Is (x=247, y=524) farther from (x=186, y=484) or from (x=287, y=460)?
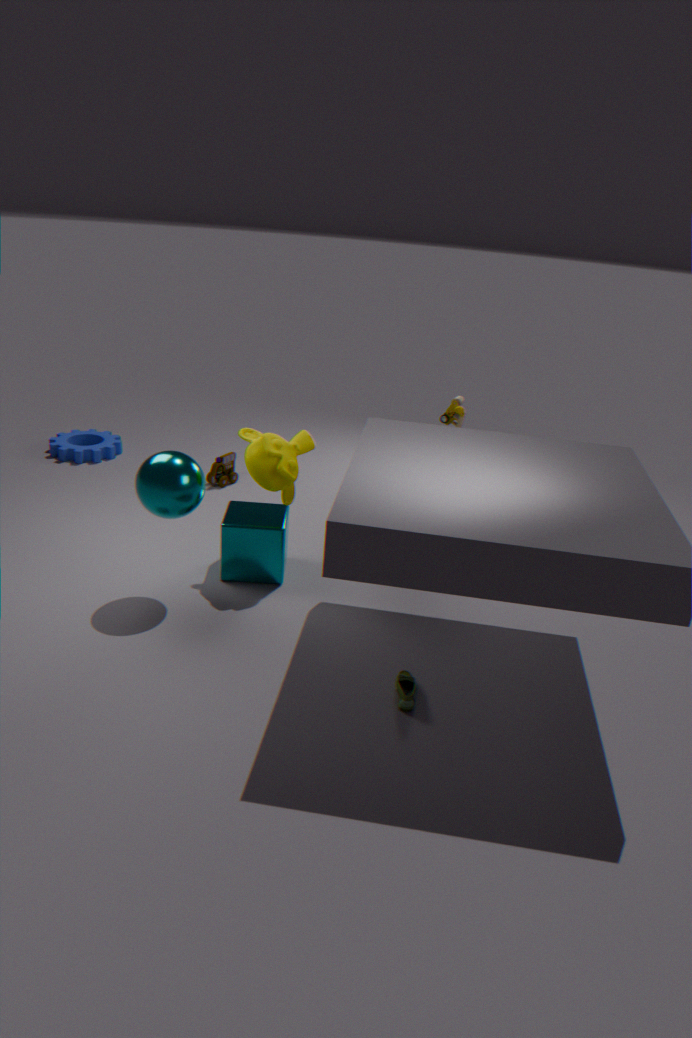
(x=186, y=484)
